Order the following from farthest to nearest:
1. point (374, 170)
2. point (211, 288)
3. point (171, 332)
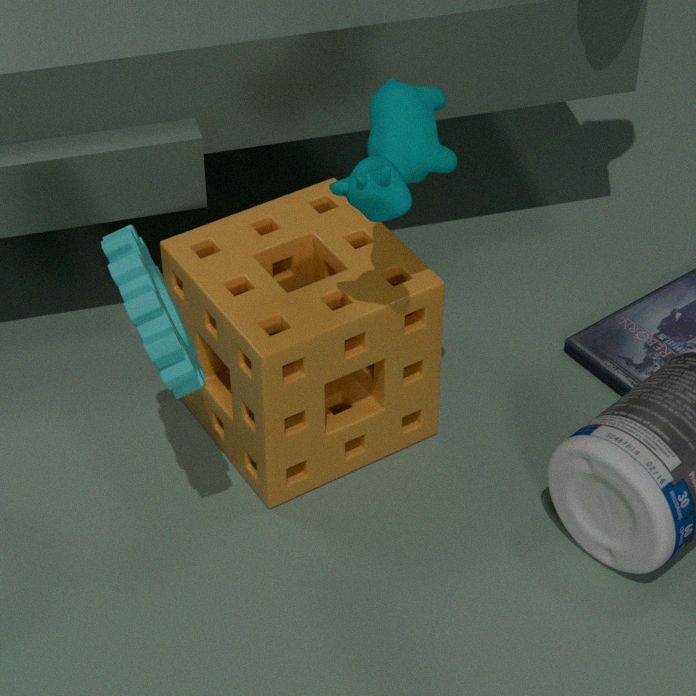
1. point (211, 288)
2. point (374, 170)
3. point (171, 332)
